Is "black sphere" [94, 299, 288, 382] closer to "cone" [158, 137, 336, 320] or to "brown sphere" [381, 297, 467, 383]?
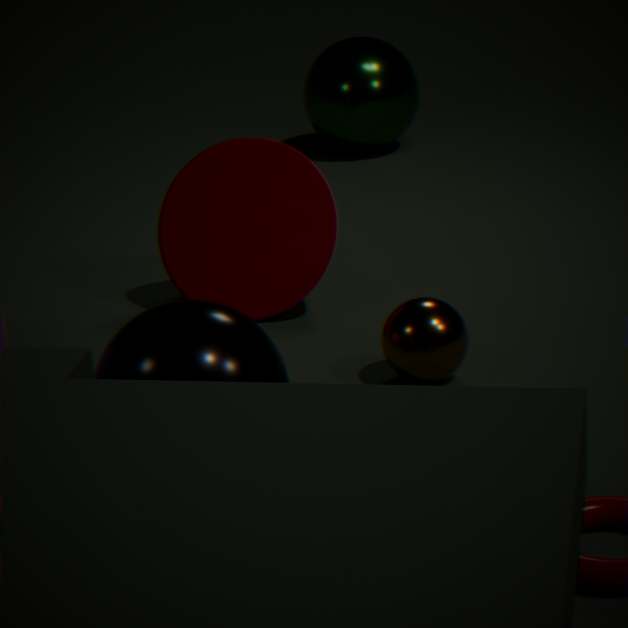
"brown sphere" [381, 297, 467, 383]
